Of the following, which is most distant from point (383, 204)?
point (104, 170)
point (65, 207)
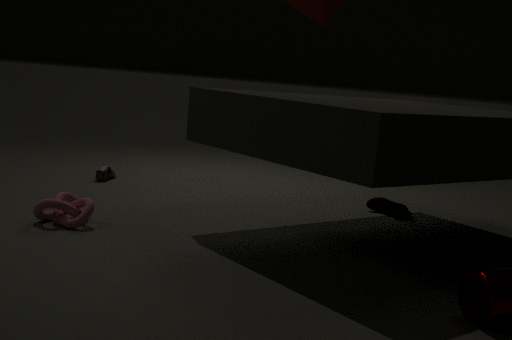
point (65, 207)
